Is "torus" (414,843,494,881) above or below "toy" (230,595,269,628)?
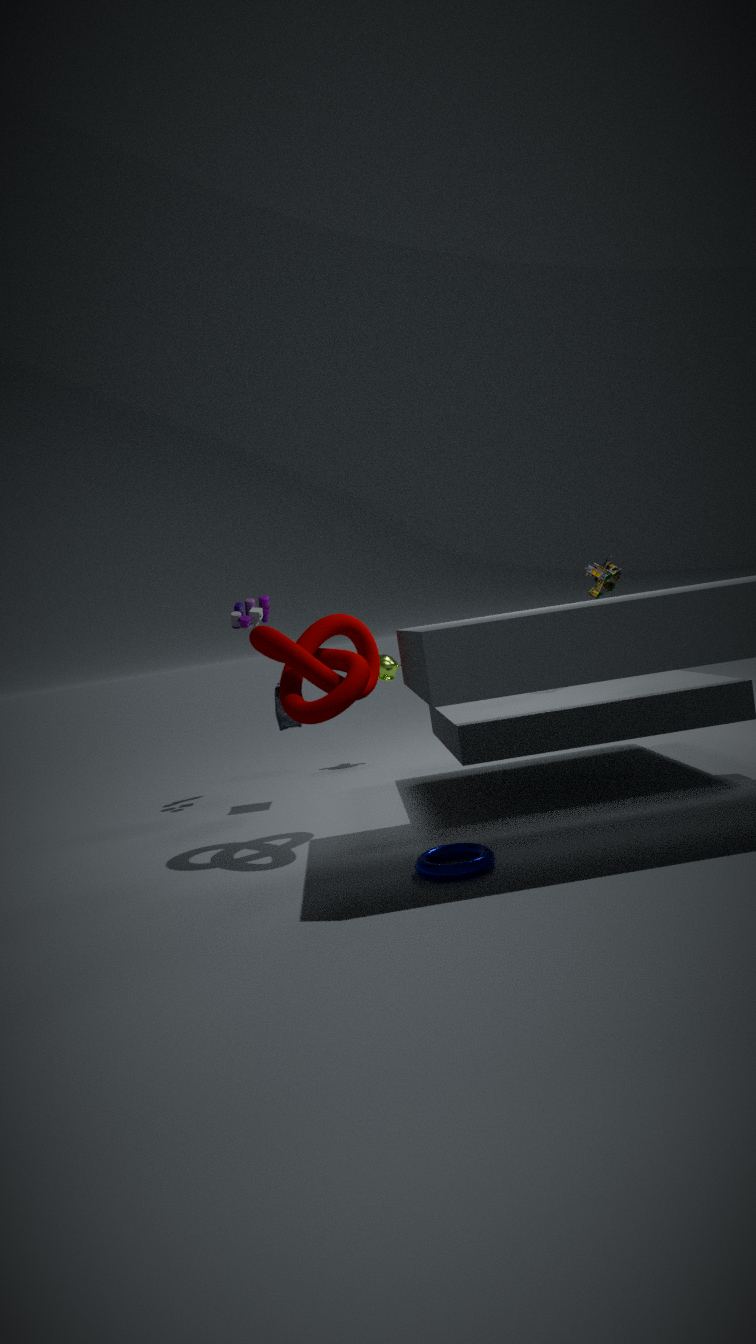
below
